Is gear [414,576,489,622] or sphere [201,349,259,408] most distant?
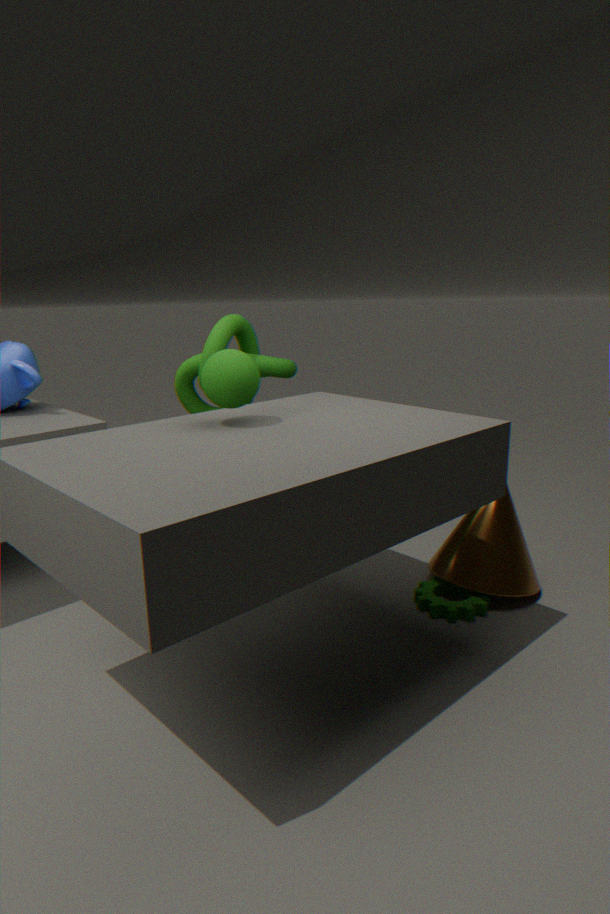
gear [414,576,489,622]
